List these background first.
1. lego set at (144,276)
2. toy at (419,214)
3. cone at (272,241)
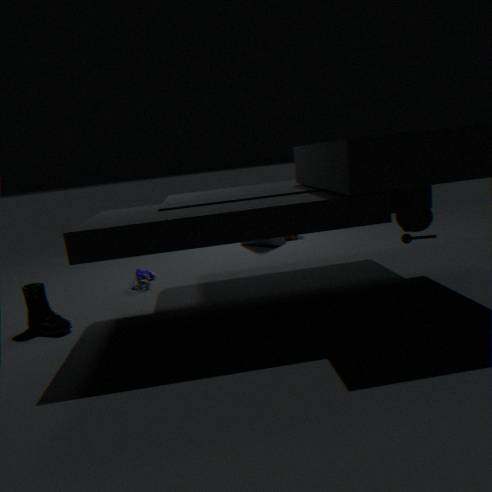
cone at (272,241), lego set at (144,276), toy at (419,214)
